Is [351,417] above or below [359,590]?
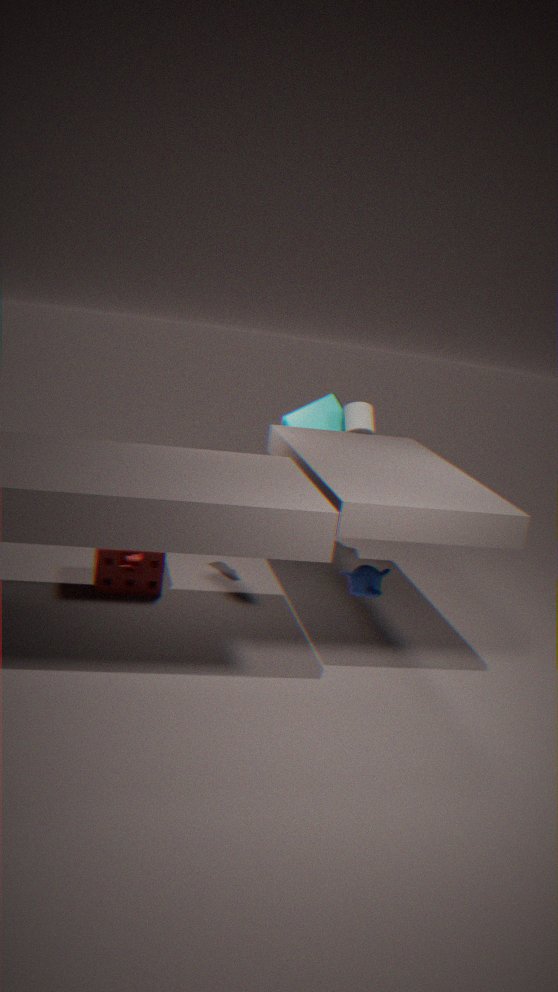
above
